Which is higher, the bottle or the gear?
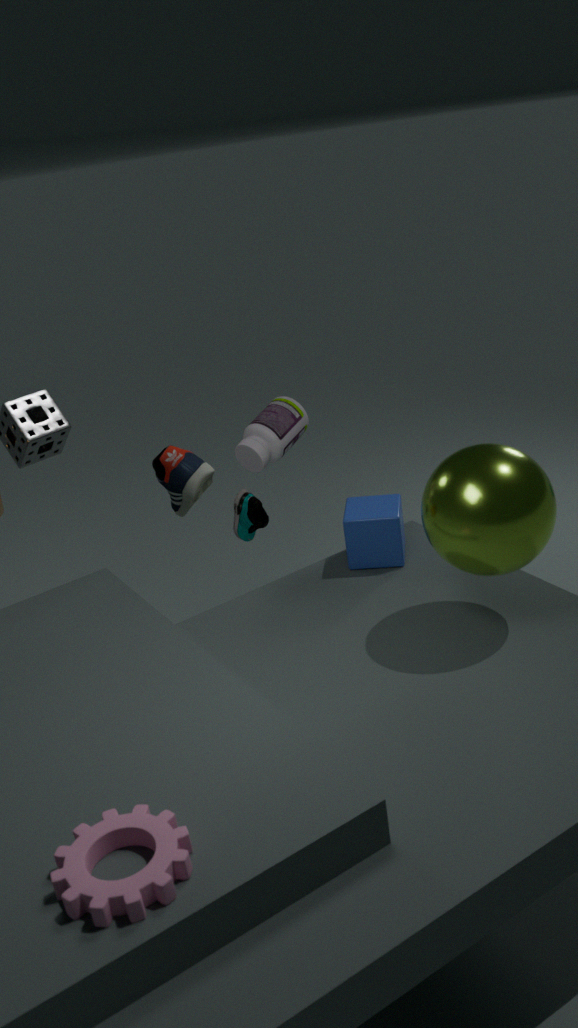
the bottle
